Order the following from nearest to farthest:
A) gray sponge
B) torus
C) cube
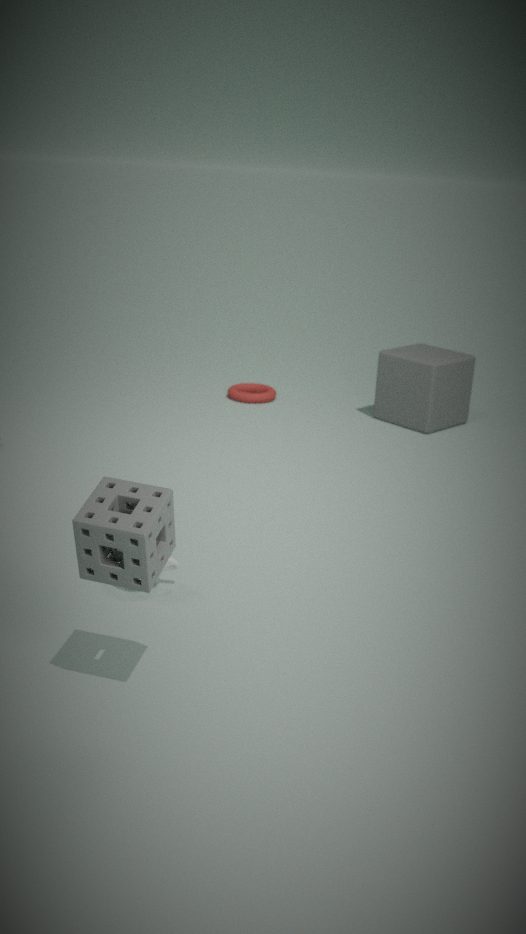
gray sponge → cube → torus
